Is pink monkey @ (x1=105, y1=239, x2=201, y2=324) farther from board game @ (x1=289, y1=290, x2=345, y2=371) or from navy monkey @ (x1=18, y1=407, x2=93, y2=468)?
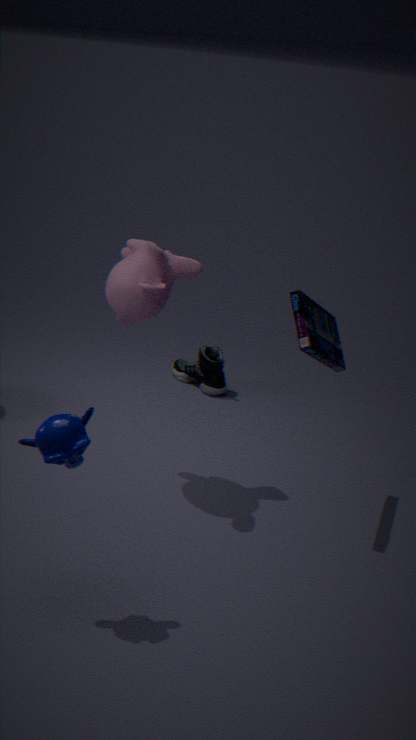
navy monkey @ (x1=18, y1=407, x2=93, y2=468)
